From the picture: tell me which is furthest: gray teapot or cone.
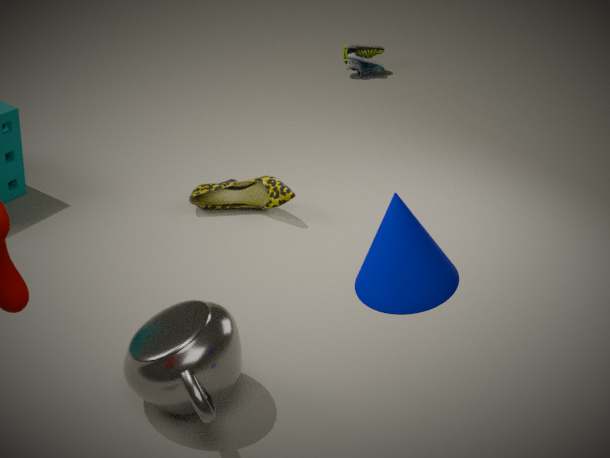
gray teapot
